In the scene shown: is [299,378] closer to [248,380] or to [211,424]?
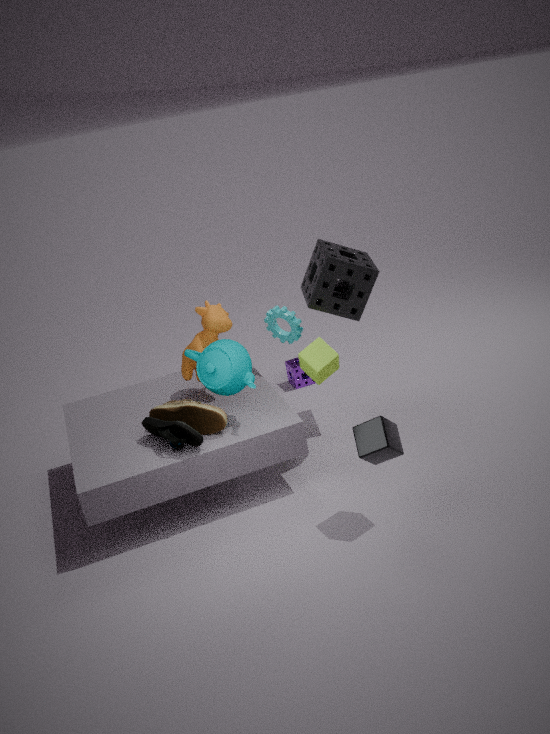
[248,380]
